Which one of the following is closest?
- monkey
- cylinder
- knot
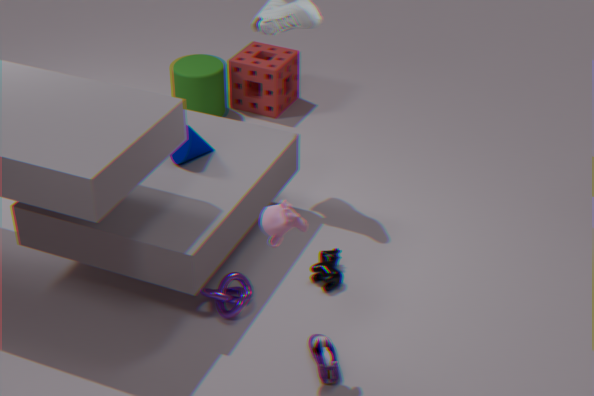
monkey
